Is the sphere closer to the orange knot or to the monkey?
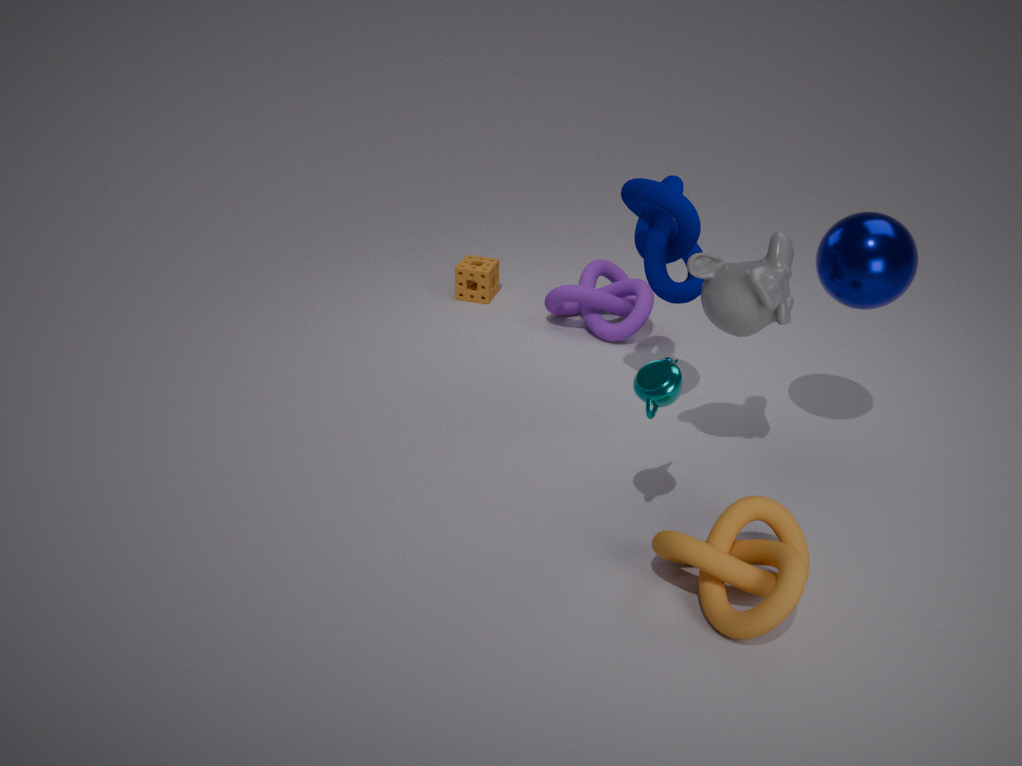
the monkey
